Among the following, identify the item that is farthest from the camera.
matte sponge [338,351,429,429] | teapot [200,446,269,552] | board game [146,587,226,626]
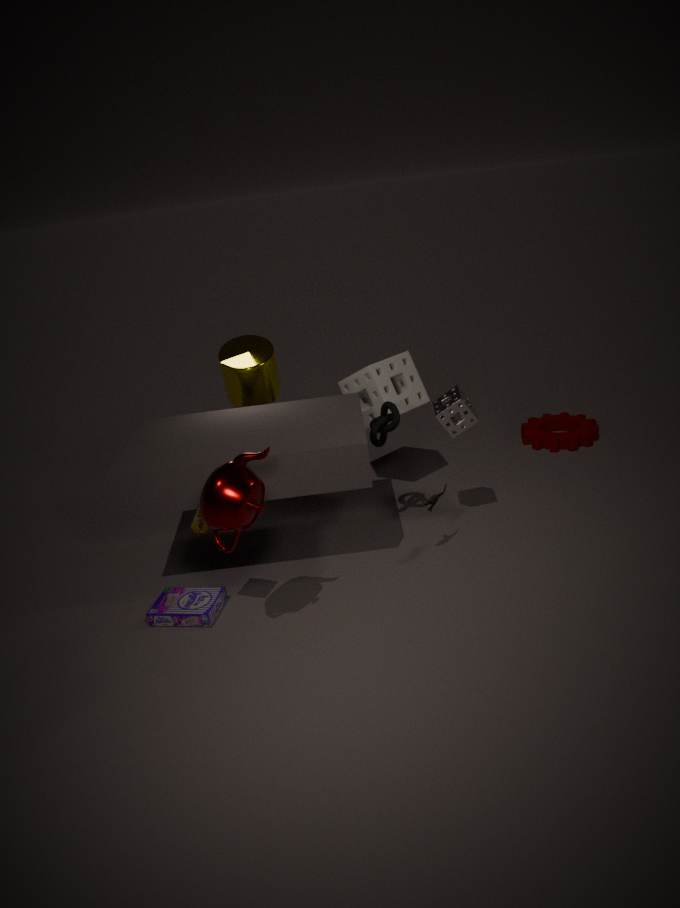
matte sponge [338,351,429,429]
